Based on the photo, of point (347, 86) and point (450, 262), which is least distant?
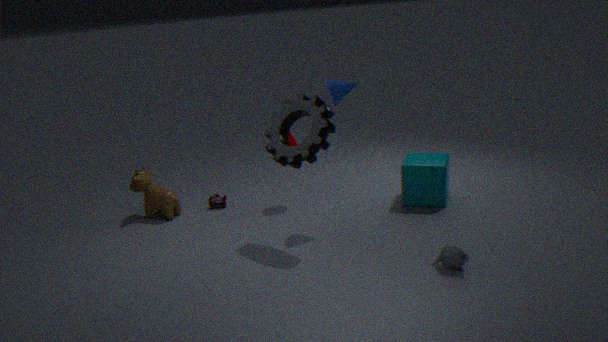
point (450, 262)
